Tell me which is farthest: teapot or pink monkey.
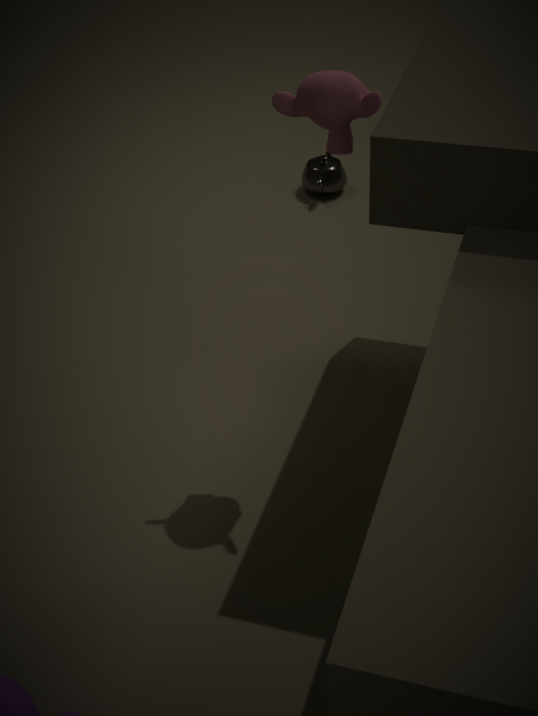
teapot
